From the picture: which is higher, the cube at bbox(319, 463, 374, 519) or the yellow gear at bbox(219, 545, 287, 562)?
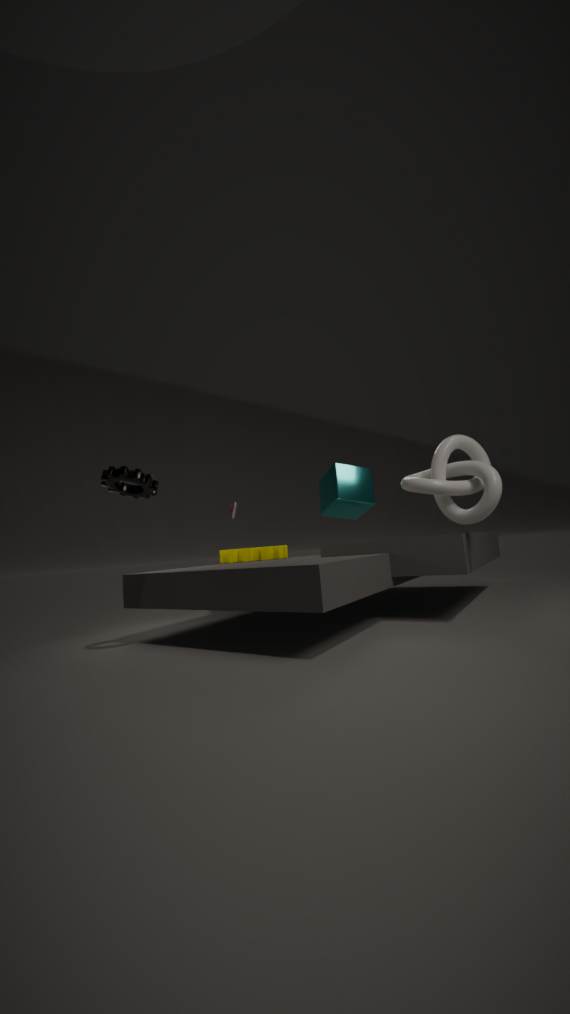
the cube at bbox(319, 463, 374, 519)
